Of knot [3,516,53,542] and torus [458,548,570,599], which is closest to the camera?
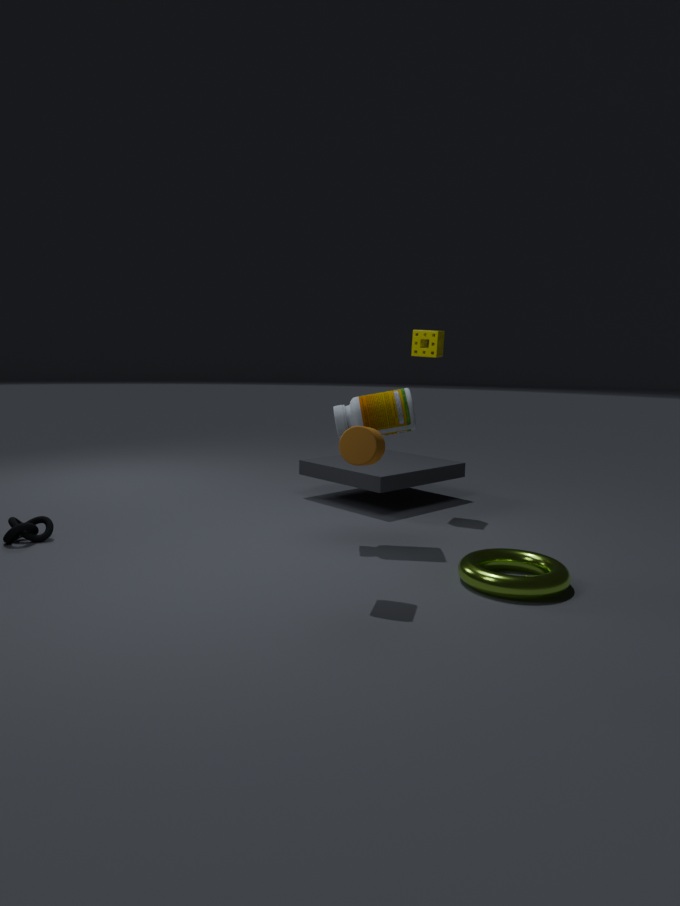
torus [458,548,570,599]
